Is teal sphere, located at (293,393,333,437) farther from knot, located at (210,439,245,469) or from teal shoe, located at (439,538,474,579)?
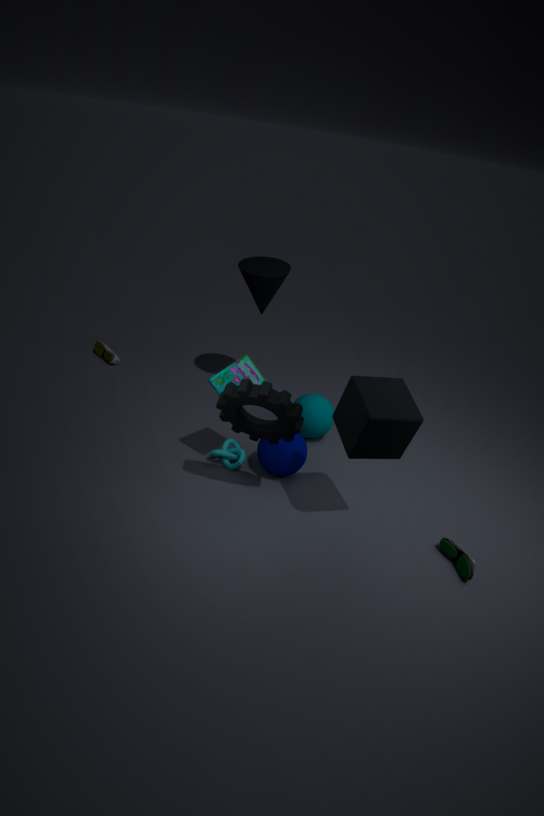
teal shoe, located at (439,538,474,579)
